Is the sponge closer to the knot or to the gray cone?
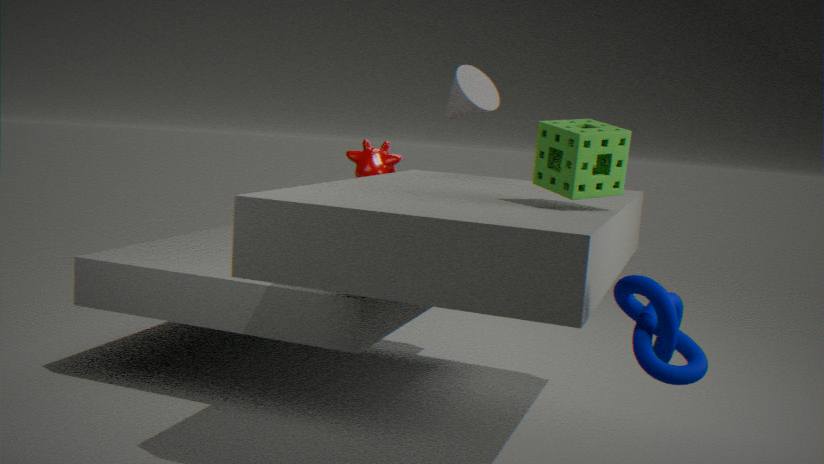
the knot
